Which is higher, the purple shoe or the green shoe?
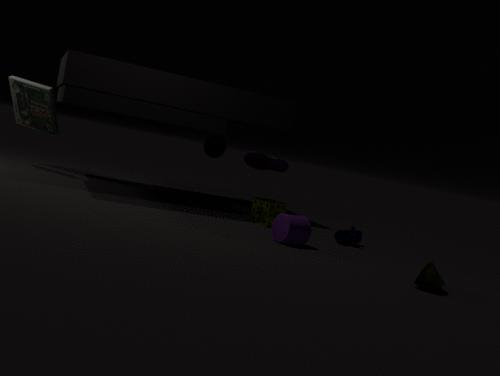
the purple shoe
